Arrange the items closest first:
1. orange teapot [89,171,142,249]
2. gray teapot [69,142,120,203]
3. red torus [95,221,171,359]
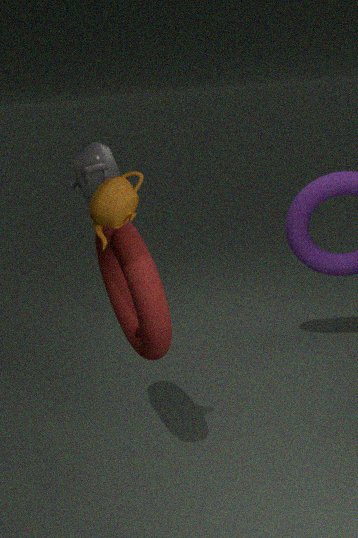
orange teapot [89,171,142,249]
red torus [95,221,171,359]
gray teapot [69,142,120,203]
